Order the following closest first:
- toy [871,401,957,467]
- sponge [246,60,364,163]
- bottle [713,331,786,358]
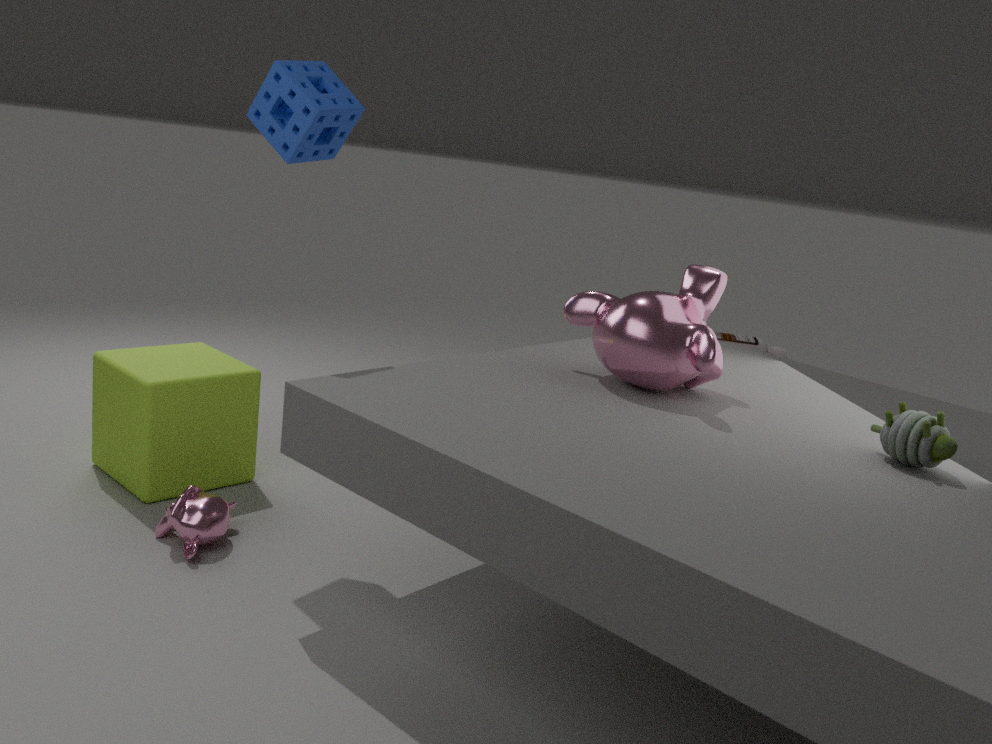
toy [871,401,957,467], sponge [246,60,364,163], bottle [713,331,786,358]
